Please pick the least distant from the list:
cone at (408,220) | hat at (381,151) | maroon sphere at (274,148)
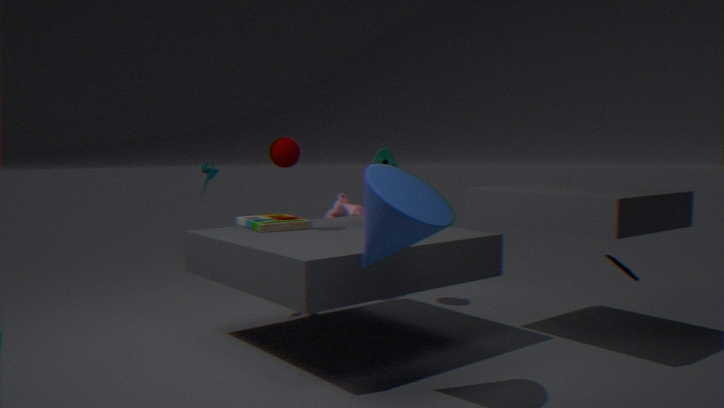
cone at (408,220)
